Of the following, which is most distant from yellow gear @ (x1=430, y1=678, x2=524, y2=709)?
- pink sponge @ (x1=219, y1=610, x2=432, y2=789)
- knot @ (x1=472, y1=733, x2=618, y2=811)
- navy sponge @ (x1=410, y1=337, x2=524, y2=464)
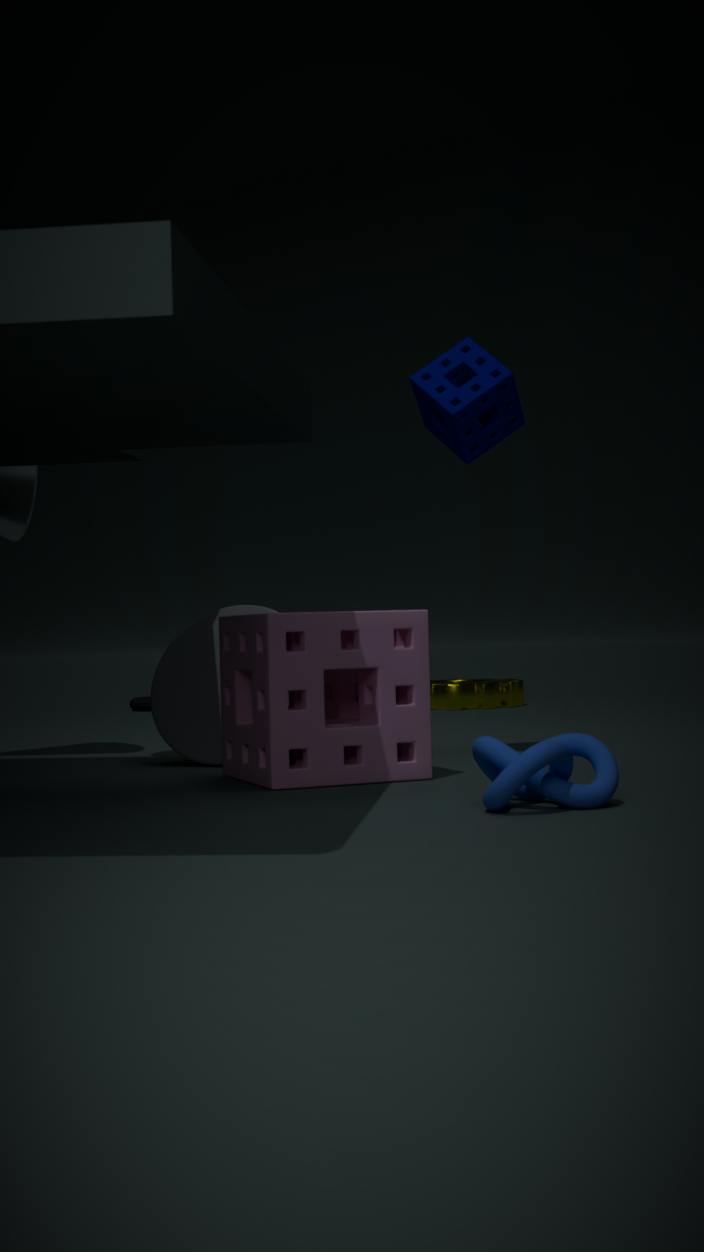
knot @ (x1=472, y1=733, x2=618, y2=811)
